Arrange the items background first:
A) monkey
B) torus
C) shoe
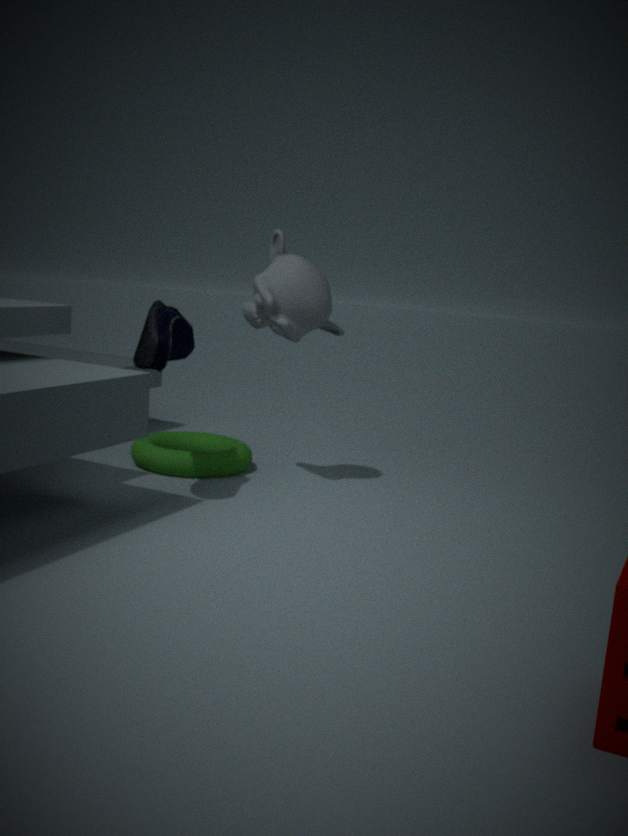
B. torus, A. monkey, C. shoe
